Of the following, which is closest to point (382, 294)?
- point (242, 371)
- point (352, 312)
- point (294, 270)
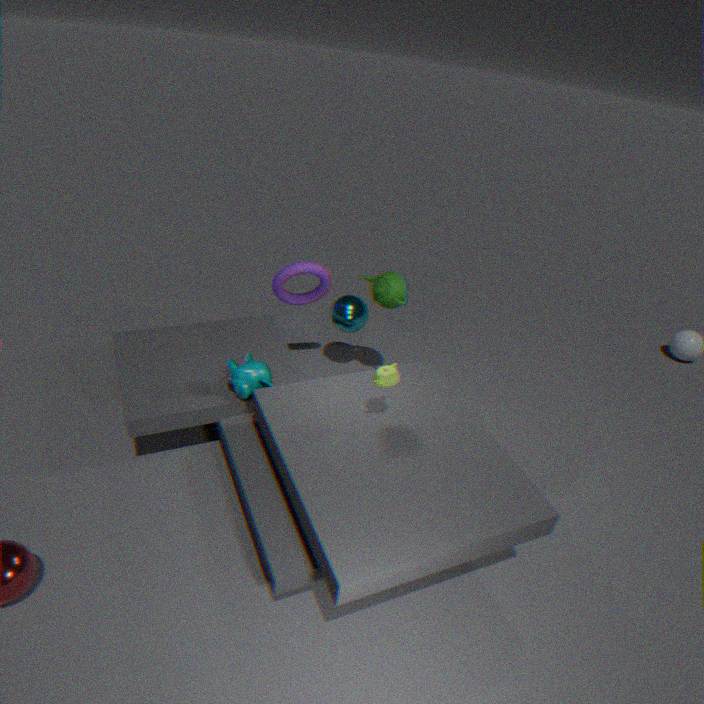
point (352, 312)
